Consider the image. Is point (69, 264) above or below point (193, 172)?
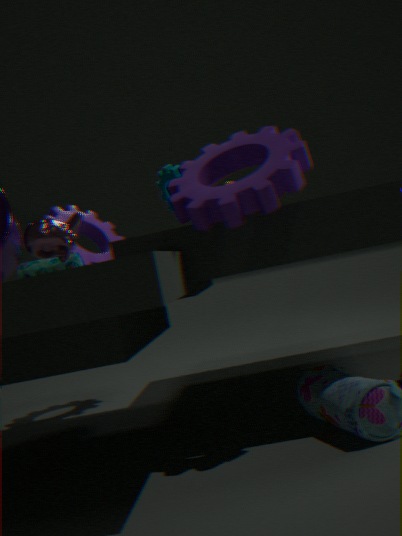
below
